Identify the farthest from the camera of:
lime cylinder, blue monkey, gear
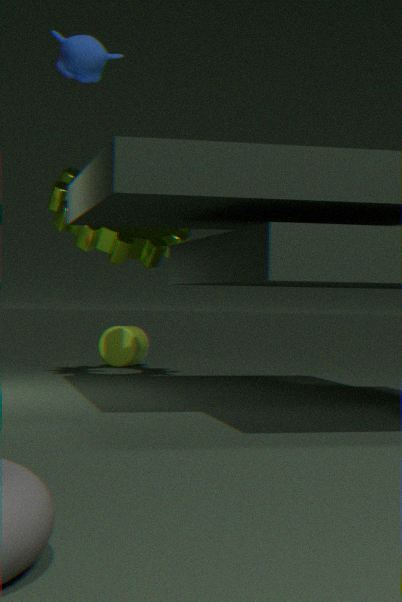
lime cylinder
